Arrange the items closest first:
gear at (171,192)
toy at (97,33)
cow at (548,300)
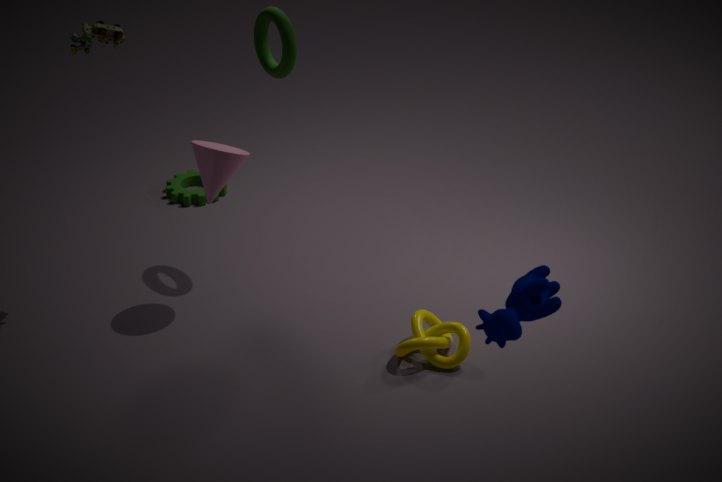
1. cow at (548,300)
2. toy at (97,33)
3. gear at (171,192)
